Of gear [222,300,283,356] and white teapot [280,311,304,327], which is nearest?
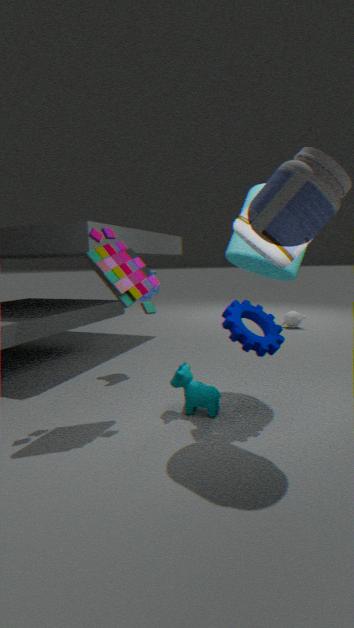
gear [222,300,283,356]
